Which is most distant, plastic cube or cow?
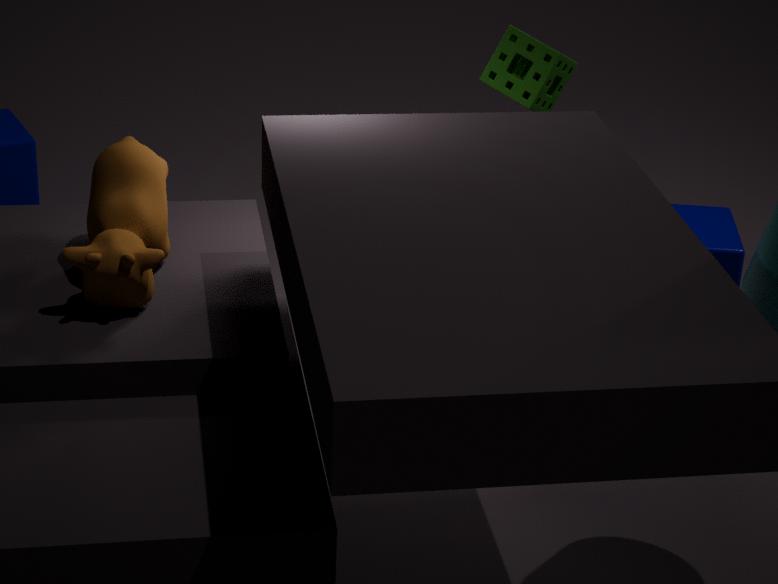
plastic cube
